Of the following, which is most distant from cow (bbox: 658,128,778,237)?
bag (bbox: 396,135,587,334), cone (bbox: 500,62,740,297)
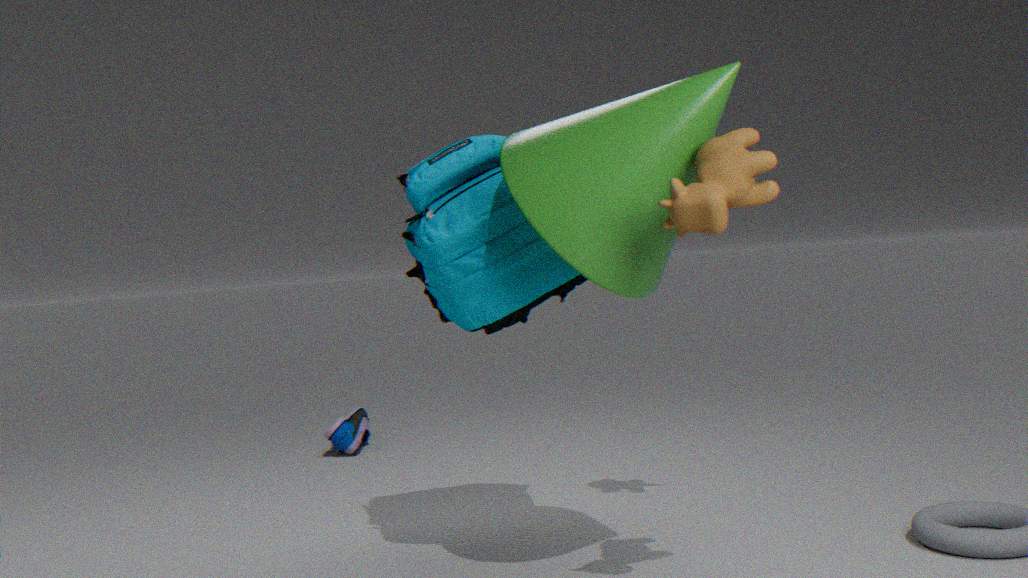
bag (bbox: 396,135,587,334)
